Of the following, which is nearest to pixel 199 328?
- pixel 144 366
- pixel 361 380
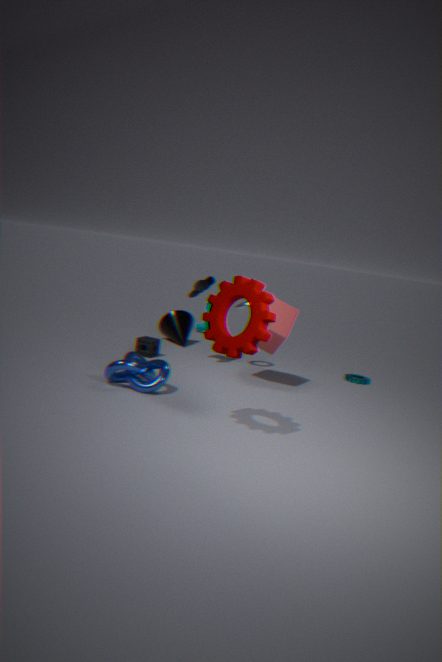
pixel 361 380
